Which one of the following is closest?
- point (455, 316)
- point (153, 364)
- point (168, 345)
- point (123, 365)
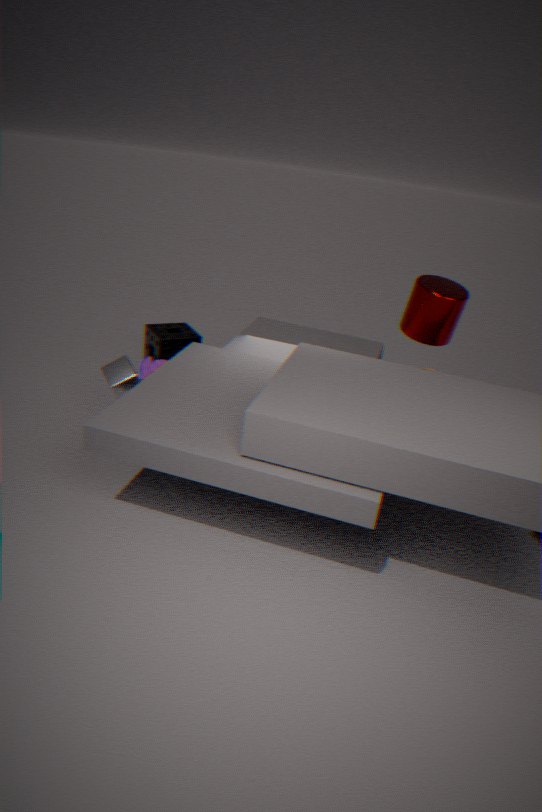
point (123, 365)
